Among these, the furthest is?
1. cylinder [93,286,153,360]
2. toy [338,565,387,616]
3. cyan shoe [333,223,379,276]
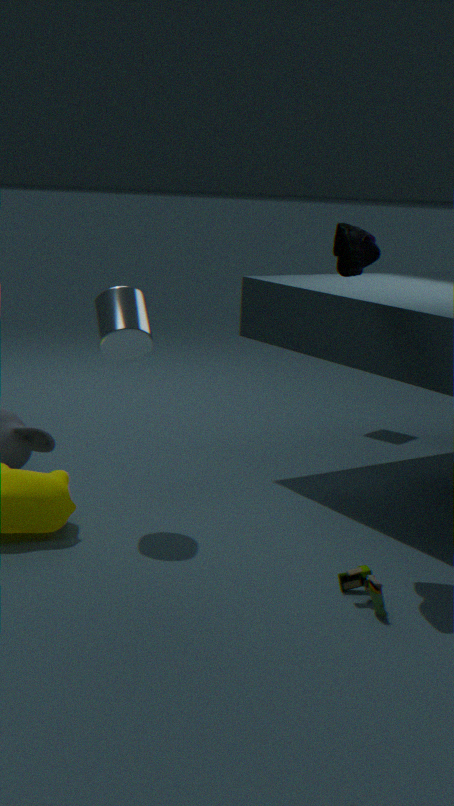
cylinder [93,286,153,360]
